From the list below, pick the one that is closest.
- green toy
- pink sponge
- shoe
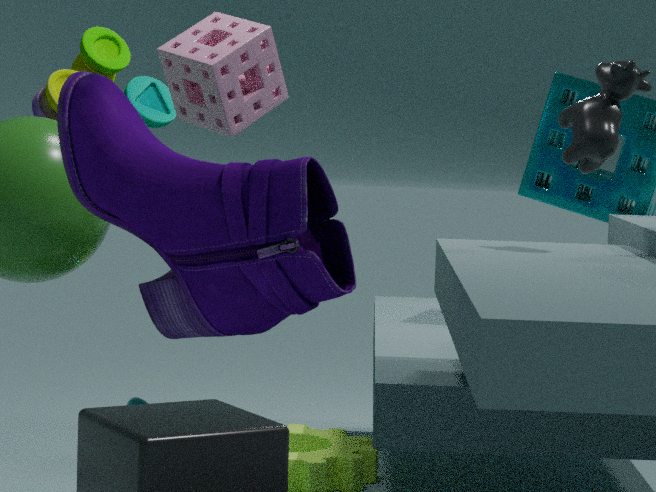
shoe
